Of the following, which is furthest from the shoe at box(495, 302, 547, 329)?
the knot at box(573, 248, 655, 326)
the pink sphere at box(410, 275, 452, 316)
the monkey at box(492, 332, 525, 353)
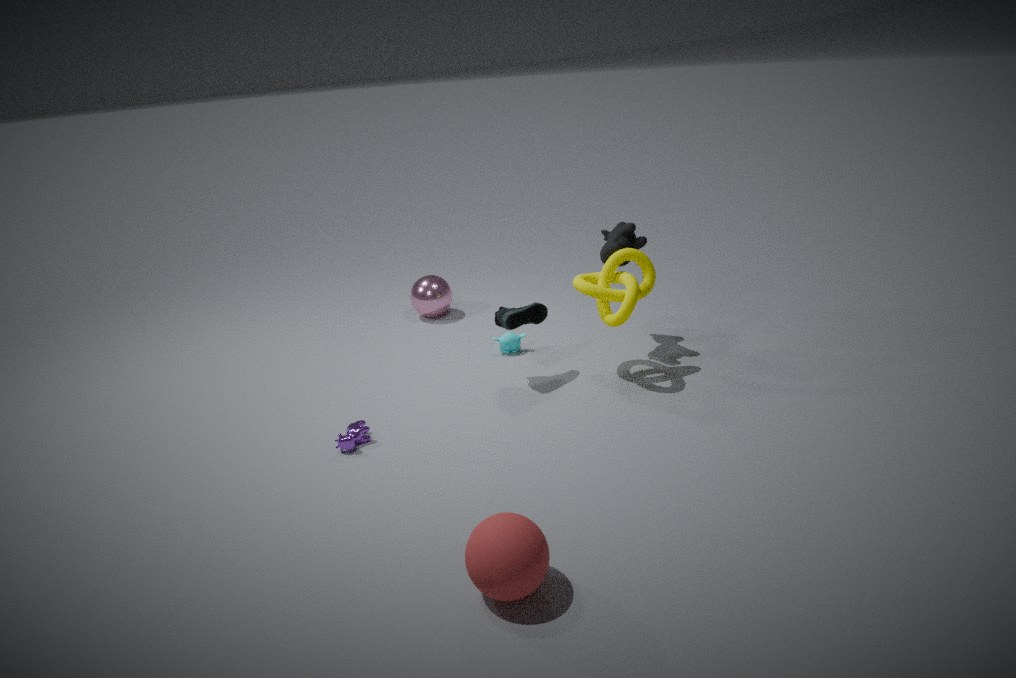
the pink sphere at box(410, 275, 452, 316)
